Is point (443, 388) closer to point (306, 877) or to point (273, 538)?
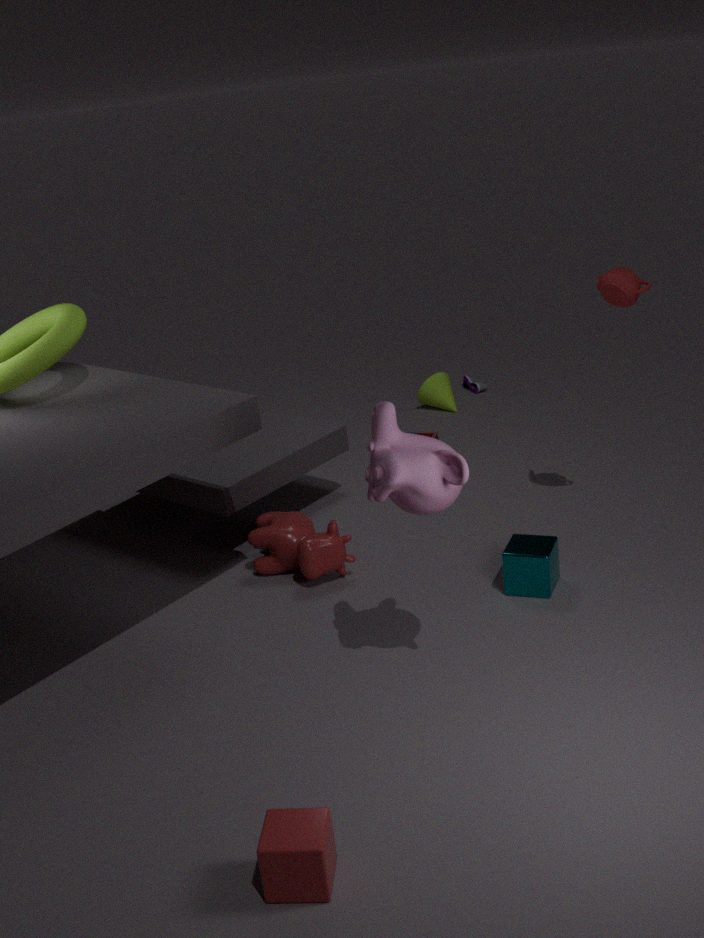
point (273, 538)
